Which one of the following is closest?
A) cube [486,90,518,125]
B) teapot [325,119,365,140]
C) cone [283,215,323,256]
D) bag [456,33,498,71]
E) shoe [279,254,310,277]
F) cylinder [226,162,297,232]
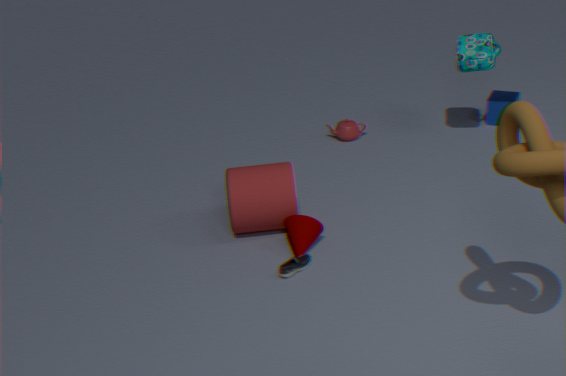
shoe [279,254,310,277]
